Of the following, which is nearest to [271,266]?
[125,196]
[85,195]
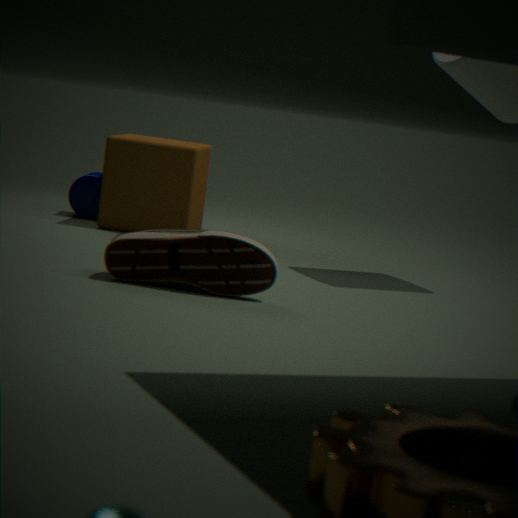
[125,196]
